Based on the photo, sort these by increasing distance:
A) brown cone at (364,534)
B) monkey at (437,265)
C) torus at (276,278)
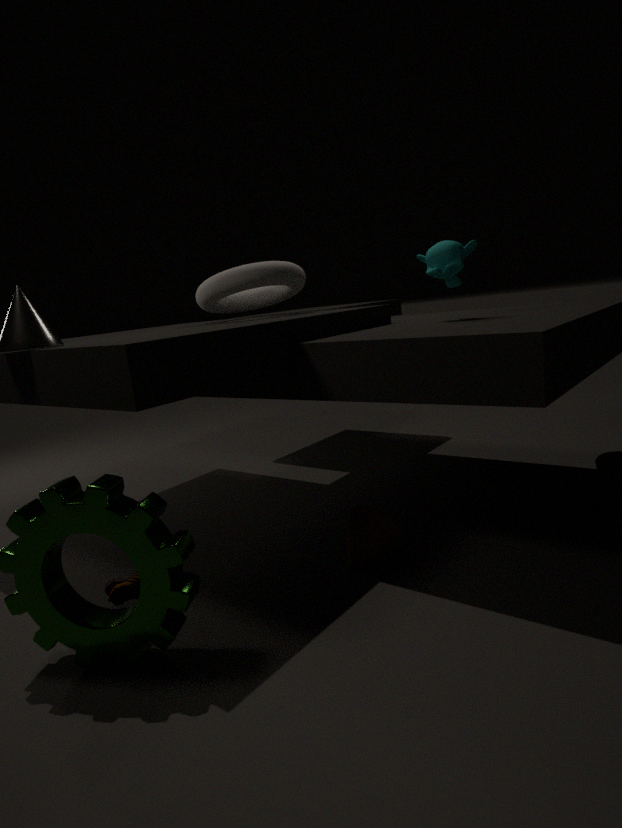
1. brown cone at (364,534)
2. monkey at (437,265)
3. torus at (276,278)
